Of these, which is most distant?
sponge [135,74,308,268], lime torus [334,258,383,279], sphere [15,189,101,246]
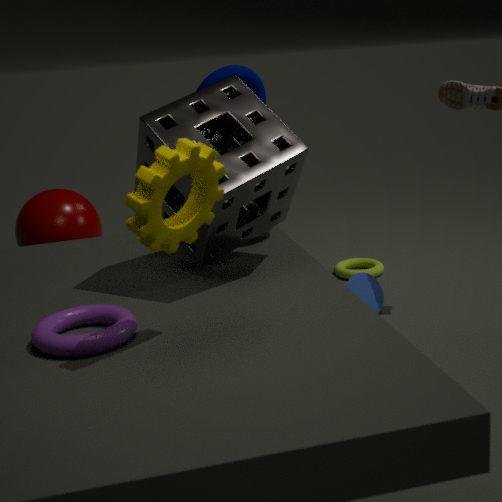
lime torus [334,258,383,279]
